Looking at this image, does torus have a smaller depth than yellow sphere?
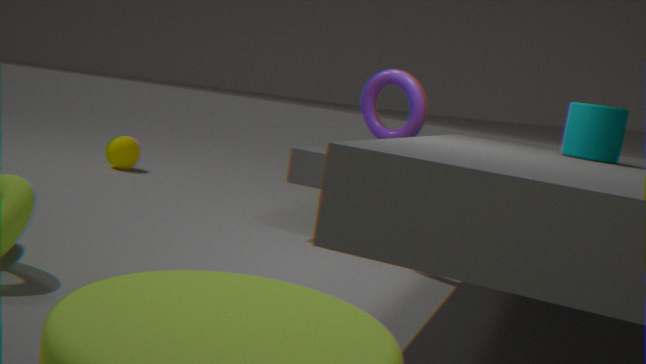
Yes
